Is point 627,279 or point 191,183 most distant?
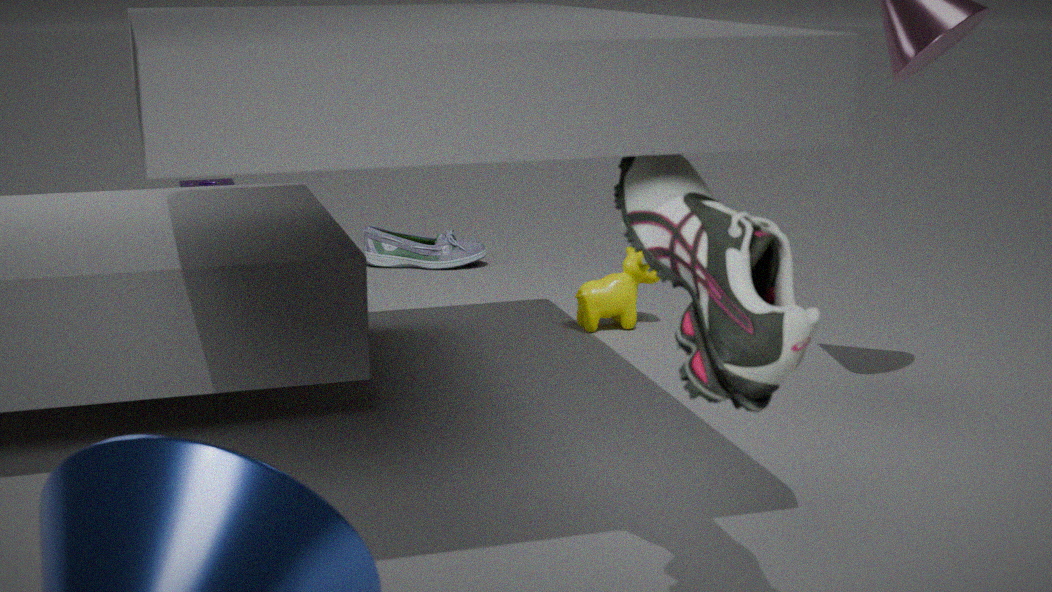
point 191,183
